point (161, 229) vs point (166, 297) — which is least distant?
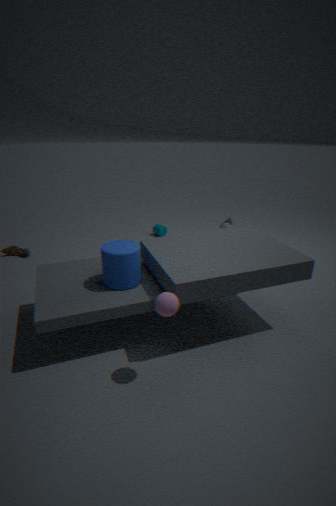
point (166, 297)
